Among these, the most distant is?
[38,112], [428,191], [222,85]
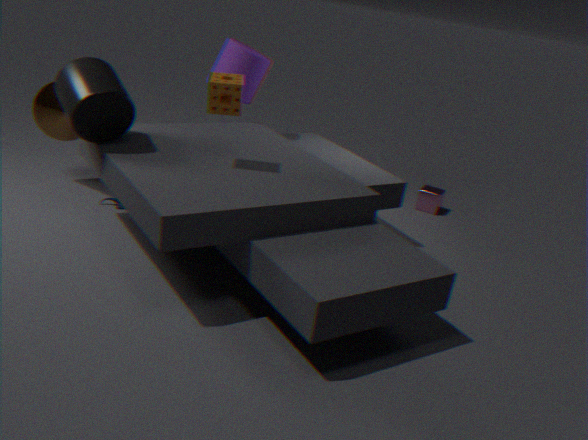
[428,191]
